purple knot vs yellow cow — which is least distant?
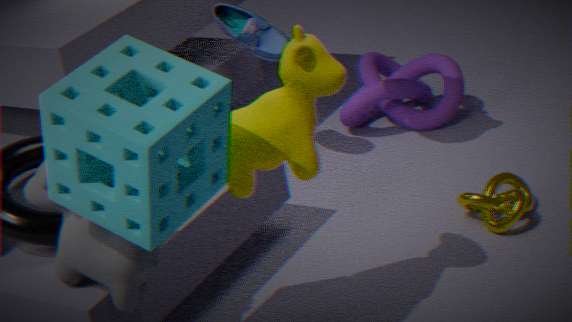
yellow cow
